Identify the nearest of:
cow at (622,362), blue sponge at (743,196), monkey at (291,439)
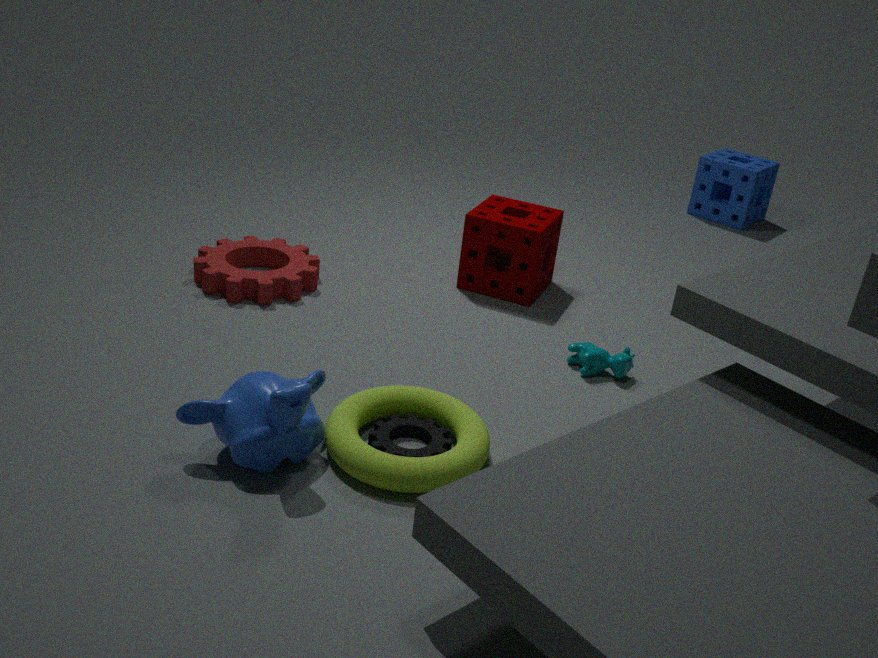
monkey at (291,439)
